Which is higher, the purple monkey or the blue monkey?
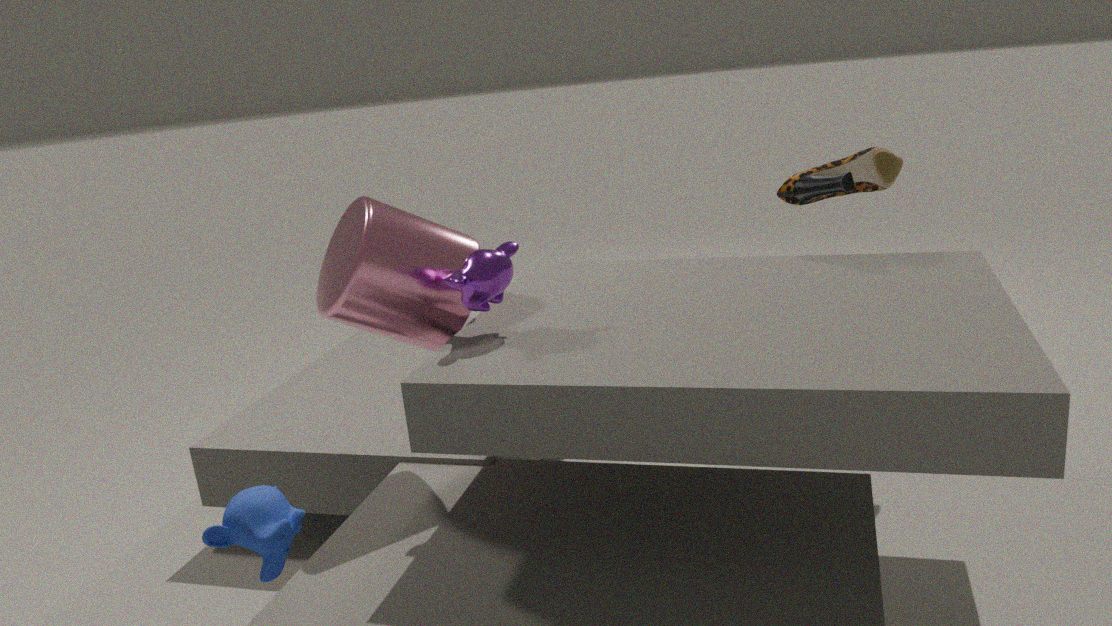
the purple monkey
